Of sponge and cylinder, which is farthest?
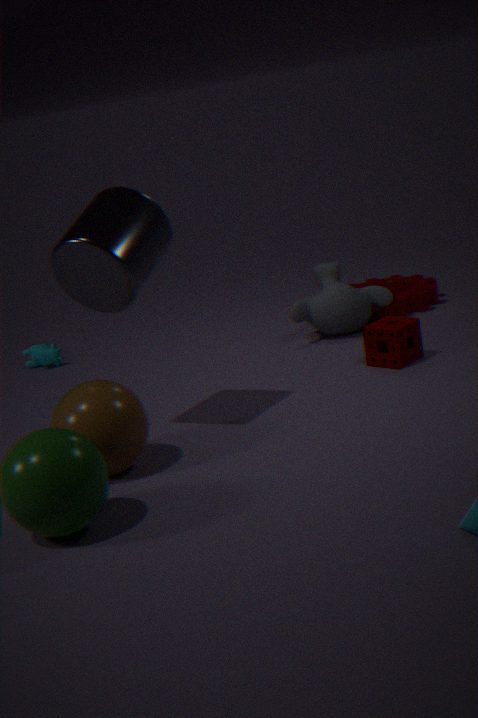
sponge
